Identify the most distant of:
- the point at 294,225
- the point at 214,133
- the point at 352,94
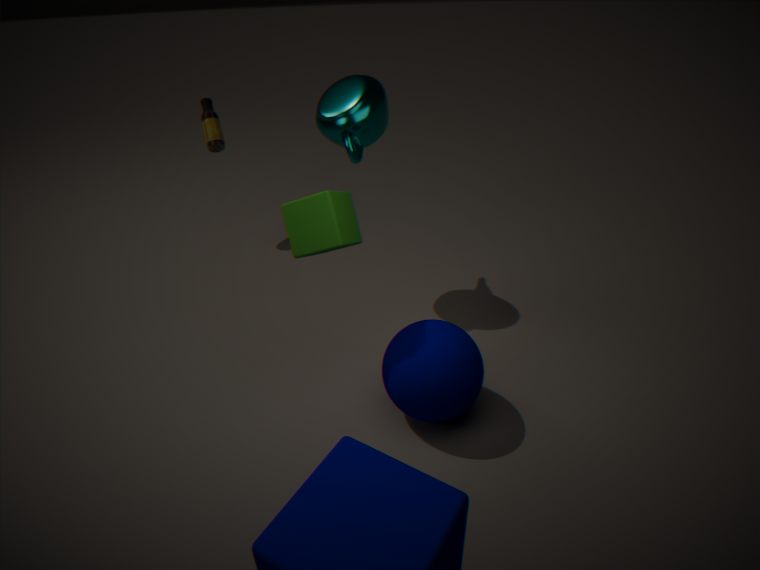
the point at 214,133
